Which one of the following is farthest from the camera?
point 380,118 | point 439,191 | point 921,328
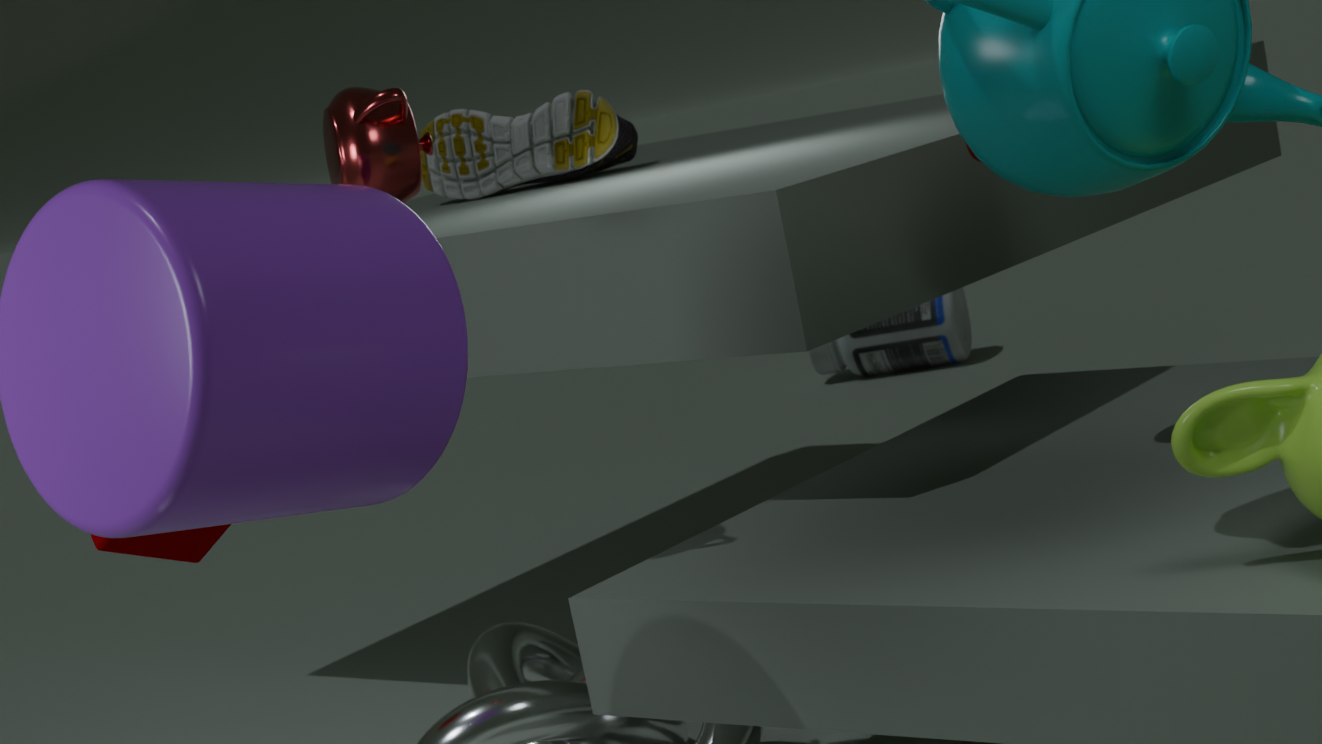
point 921,328
